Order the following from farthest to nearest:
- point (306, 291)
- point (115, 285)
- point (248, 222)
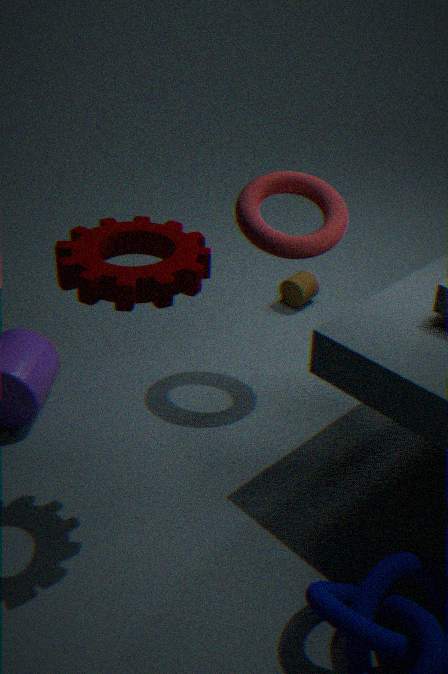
point (306, 291) < point (248, 222) < point (115, 285)
